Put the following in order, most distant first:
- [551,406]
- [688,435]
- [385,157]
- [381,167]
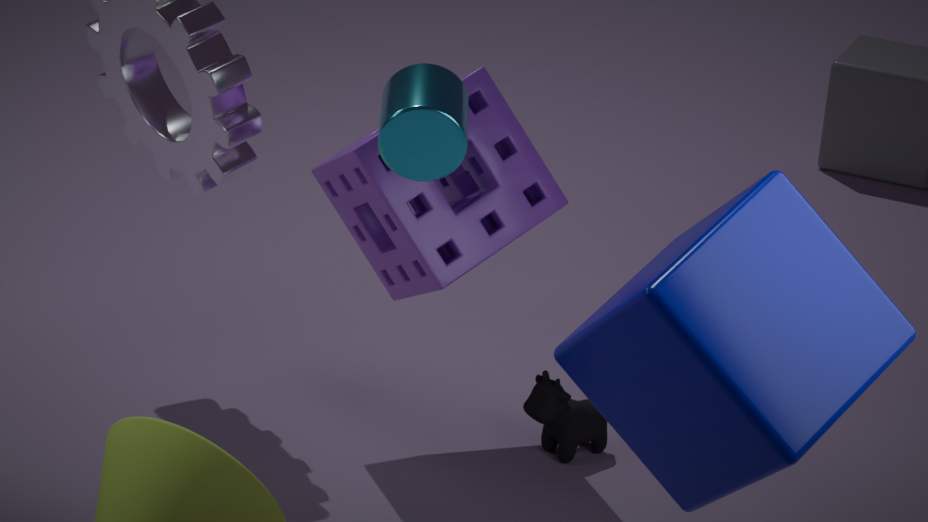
[551,406]
[381,167]
[385,157]
[688,435]
